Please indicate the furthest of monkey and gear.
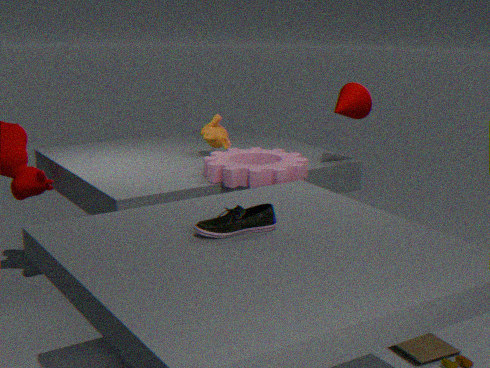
monkey
